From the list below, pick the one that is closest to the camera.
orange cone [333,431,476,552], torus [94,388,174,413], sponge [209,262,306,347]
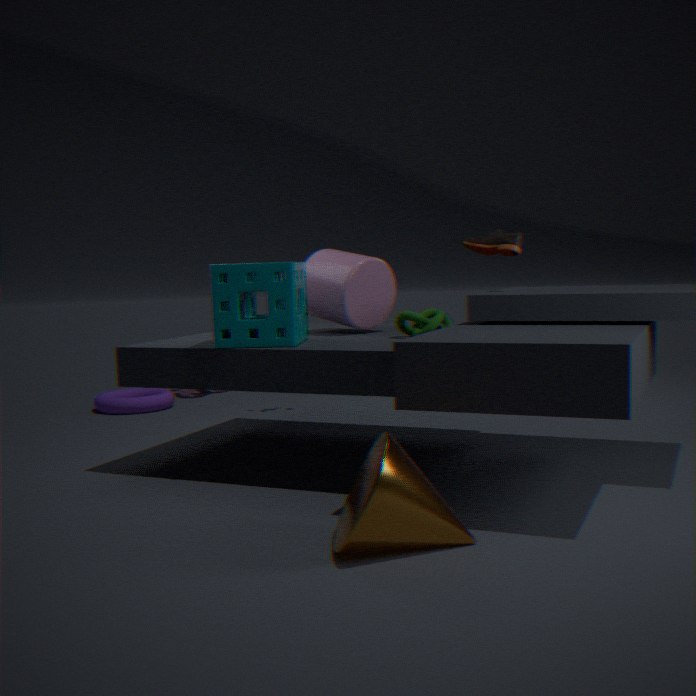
orange cone [333,431,476,552]
